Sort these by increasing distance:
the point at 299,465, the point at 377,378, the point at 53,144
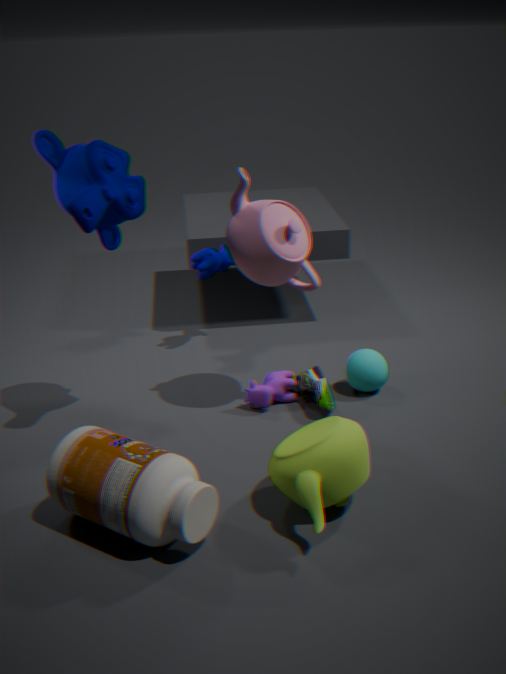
1. the point at 299,465
2. the point at 53,144
3. the point at 377,378
